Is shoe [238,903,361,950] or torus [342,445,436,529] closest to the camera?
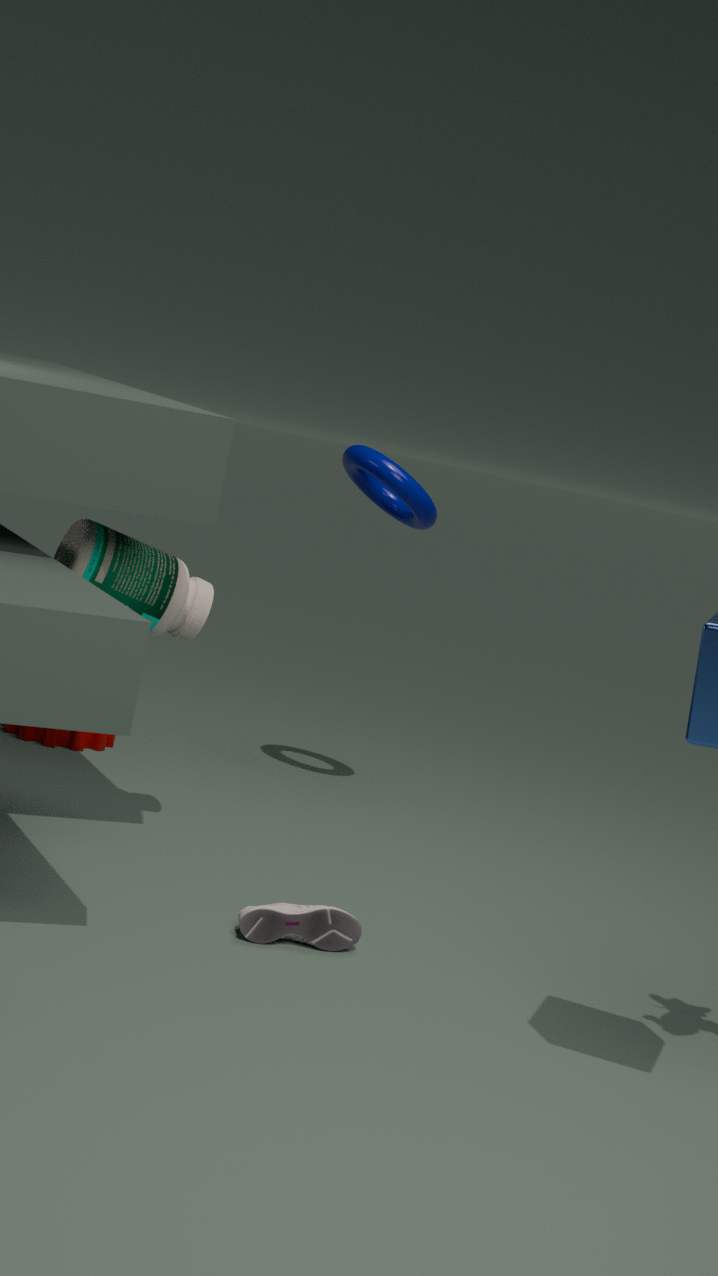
shoe [238,903,361,950]
